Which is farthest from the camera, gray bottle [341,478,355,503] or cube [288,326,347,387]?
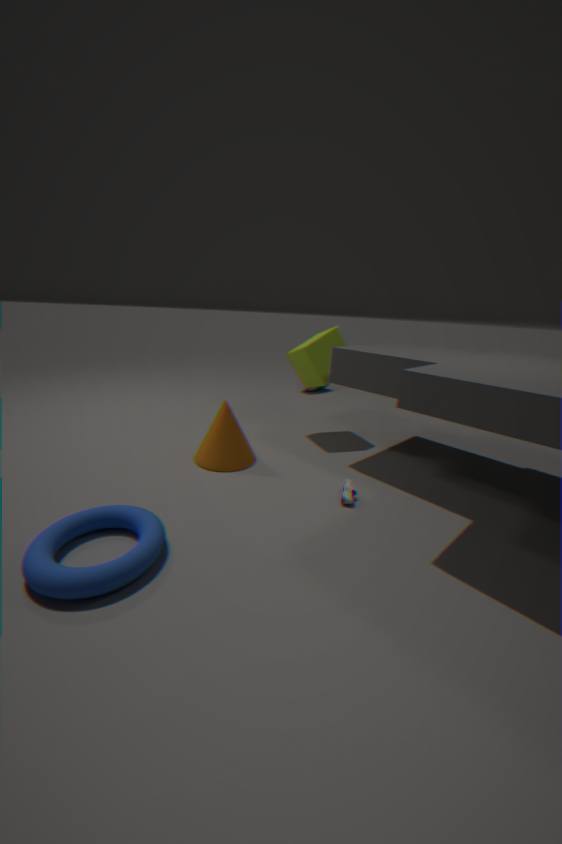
cube [288,326,347,387]
